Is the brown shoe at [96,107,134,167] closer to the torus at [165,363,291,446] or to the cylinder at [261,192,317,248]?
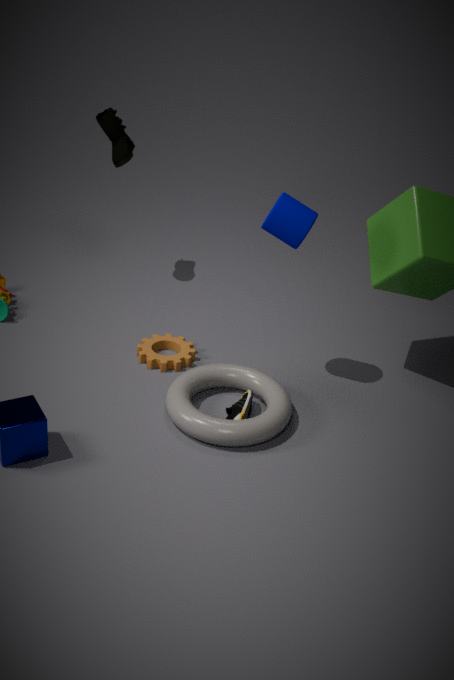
the cylinder at [261,192,317,248]
